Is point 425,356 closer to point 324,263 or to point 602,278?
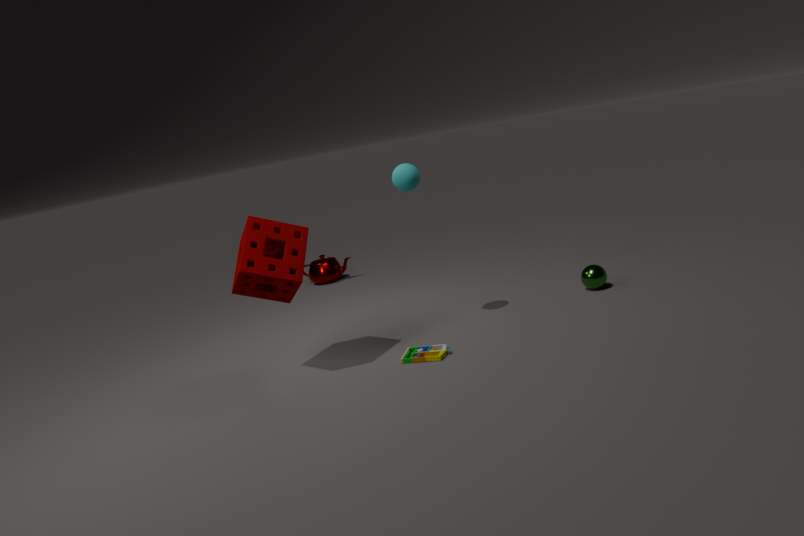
point 602,278
